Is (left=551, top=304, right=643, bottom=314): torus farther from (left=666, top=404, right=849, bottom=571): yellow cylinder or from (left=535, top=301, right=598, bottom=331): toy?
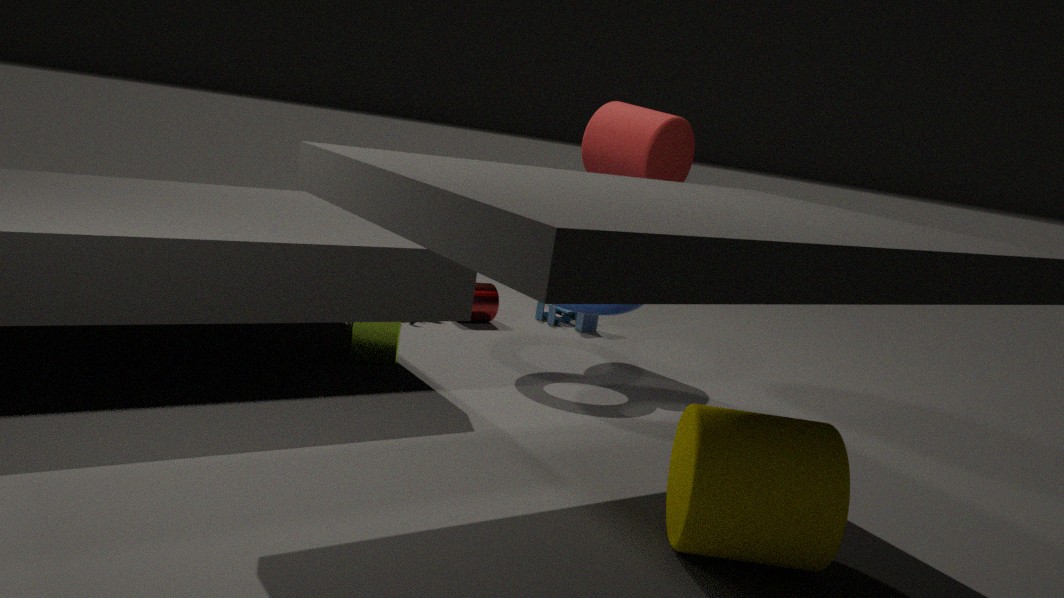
(left=666, top=404, right=849, bottom=571): yellow cylinder
